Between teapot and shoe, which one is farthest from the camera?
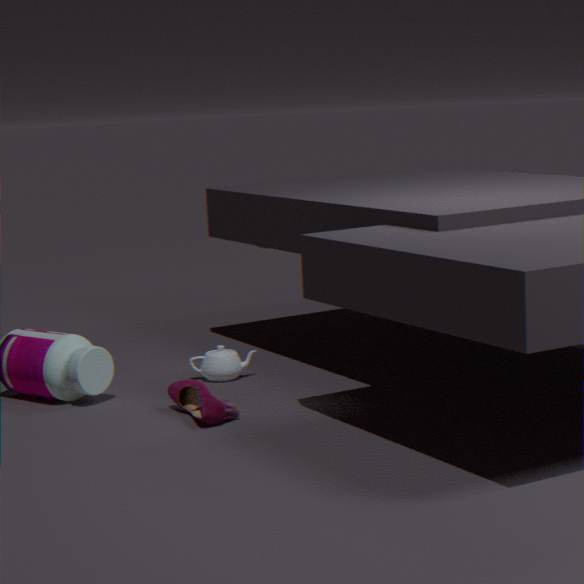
teapot
